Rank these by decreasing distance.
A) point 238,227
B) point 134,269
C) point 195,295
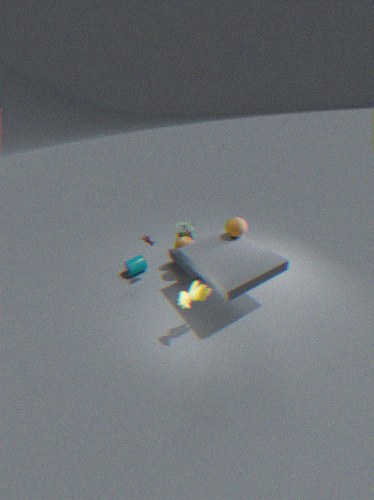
point 134,269 < point 238,227 < point 195,295
